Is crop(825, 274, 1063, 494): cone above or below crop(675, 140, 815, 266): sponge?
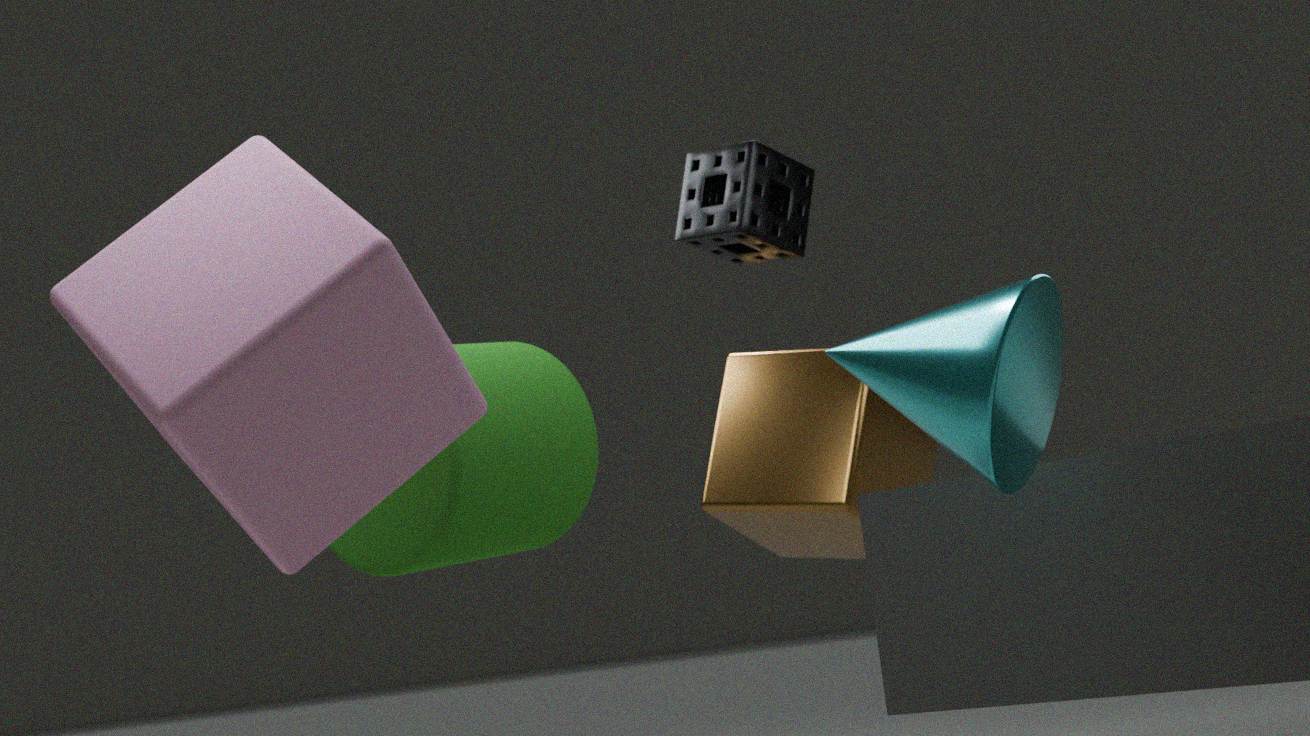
below
